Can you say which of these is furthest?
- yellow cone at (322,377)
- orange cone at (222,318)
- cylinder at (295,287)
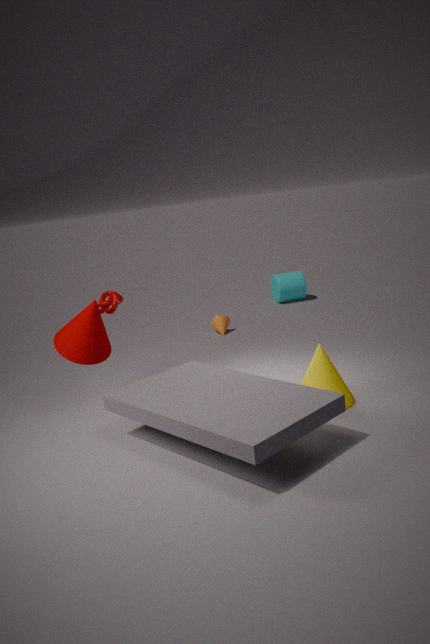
cylinder at (295,287)
